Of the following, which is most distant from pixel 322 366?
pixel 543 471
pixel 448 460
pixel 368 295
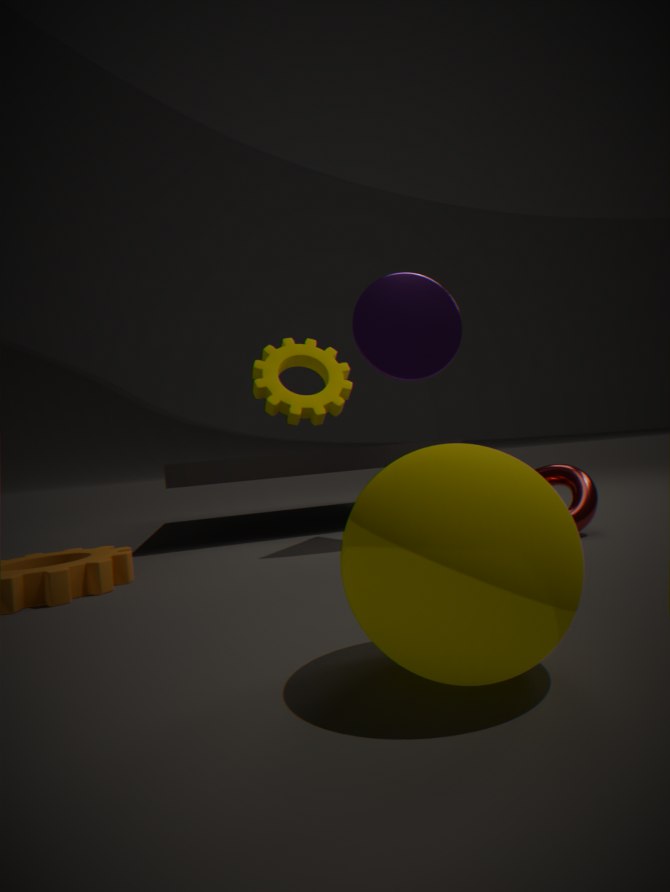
pixel 448 460
